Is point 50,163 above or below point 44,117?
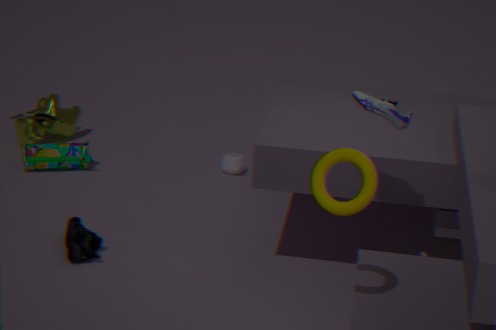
below
